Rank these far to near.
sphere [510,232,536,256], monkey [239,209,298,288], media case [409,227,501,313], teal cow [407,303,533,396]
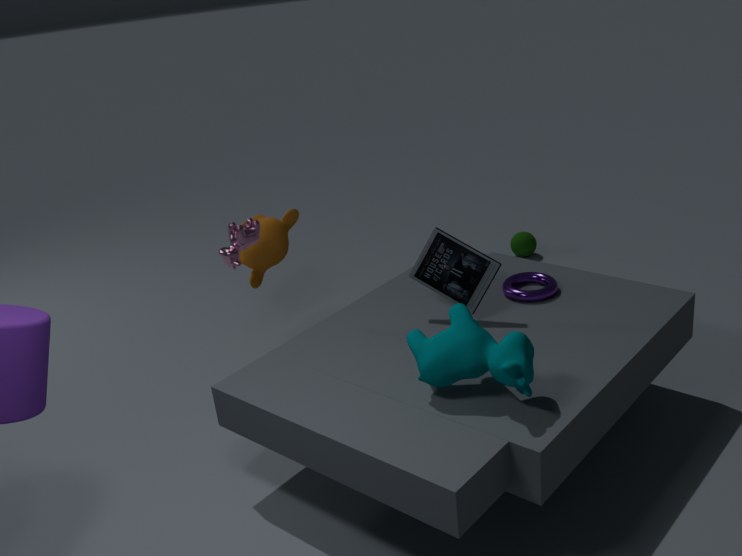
sphere [510,232,536,256] → monkey [239,209,298,288] → media case [409,227,501,313] → teal cow [407,303,533,396]
